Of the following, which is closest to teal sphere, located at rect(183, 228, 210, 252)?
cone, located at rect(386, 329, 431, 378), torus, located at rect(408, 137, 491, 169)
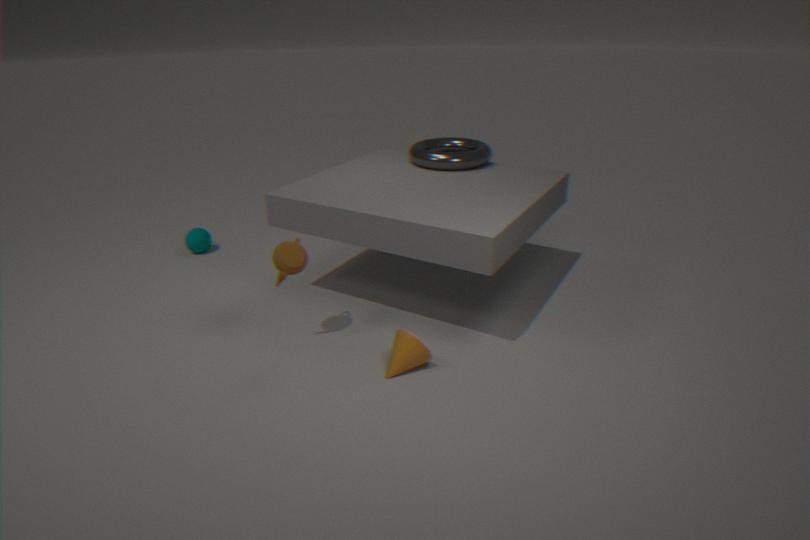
torus, located at rect(408, 137, 491, 169)
